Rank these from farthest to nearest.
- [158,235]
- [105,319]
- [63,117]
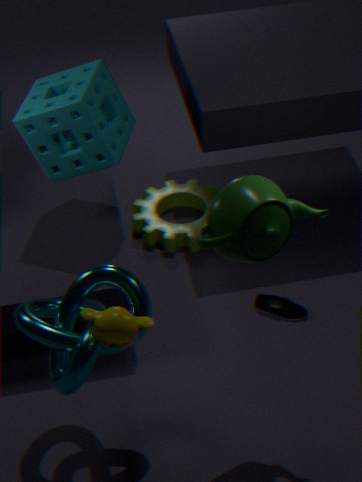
[158,235] → [63,117] → [105,319]
